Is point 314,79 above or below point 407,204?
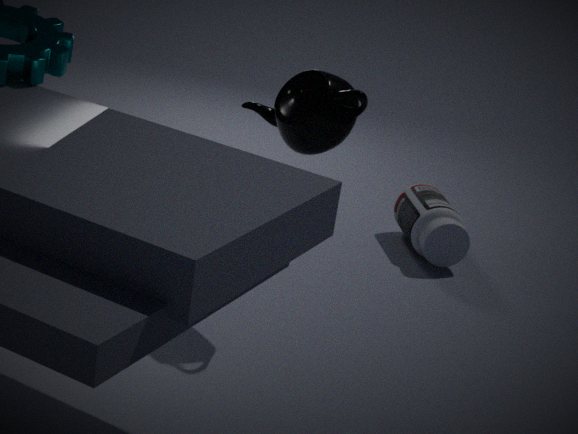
above
